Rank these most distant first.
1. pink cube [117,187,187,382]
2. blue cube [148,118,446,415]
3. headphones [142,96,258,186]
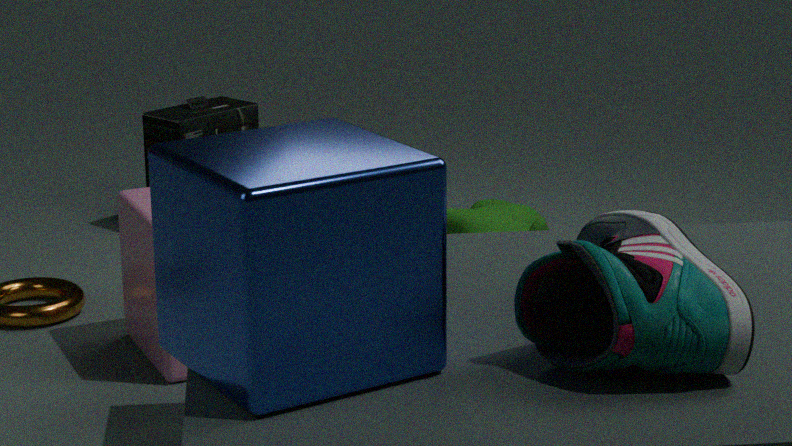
headphones [142,96,258,186]
pink cube [117,187,187,382]
blue cube [148,118,446,415]
